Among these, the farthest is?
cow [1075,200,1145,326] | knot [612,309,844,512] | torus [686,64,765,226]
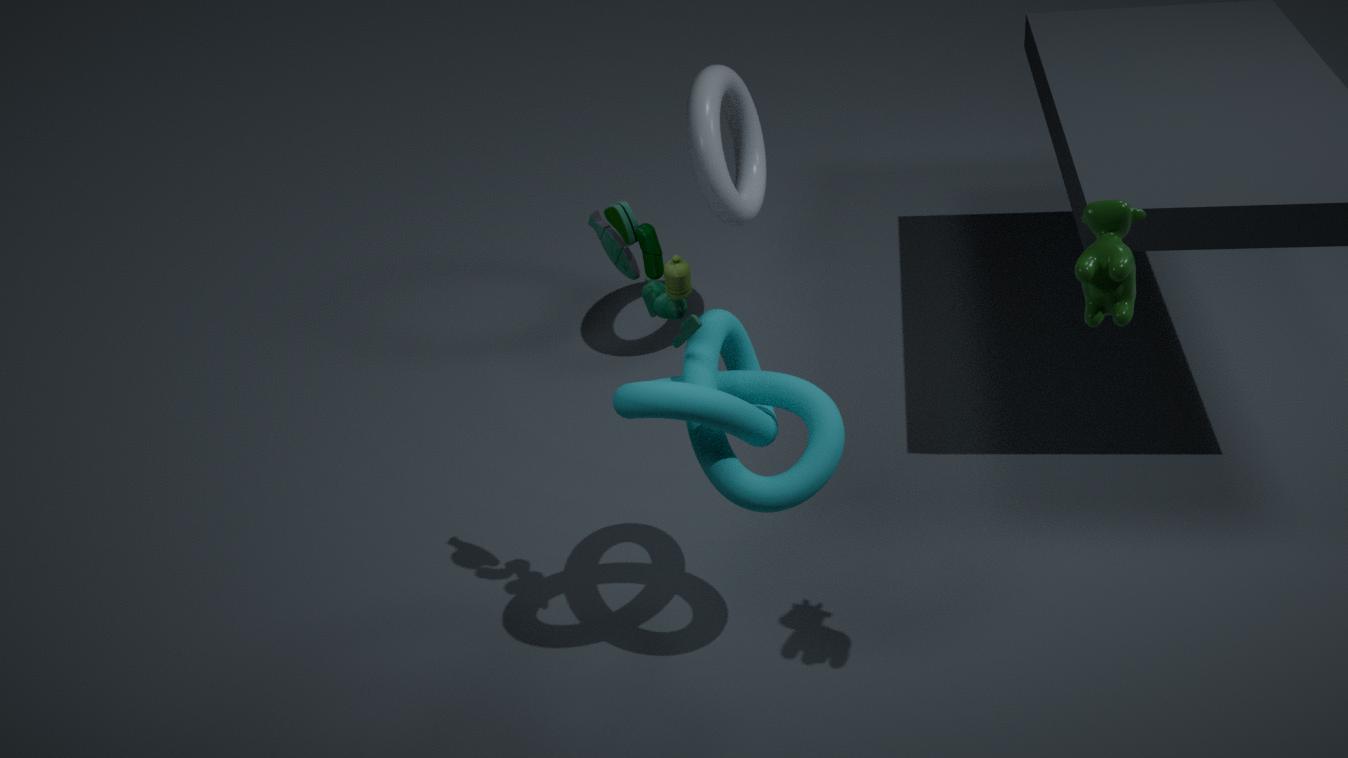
torus [686,64,765,226]
